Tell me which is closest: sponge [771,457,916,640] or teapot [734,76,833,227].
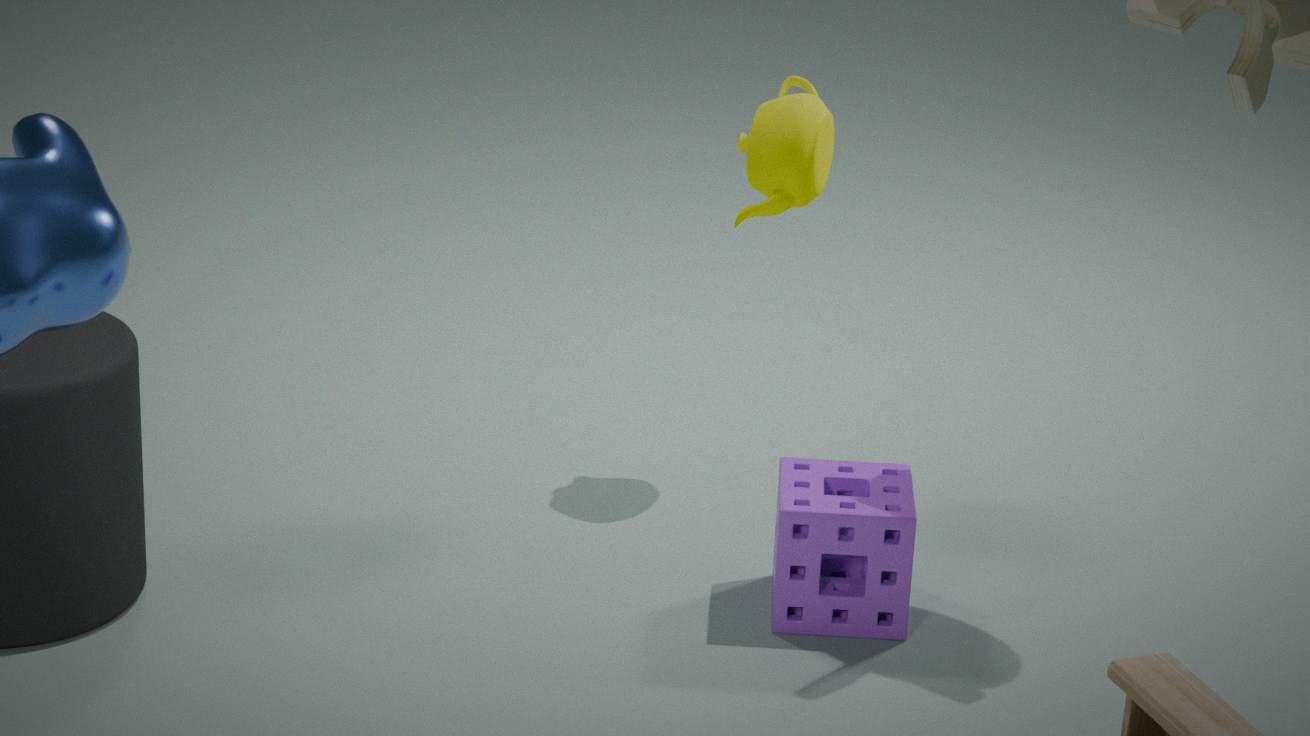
sponge [771,457,916,640]
